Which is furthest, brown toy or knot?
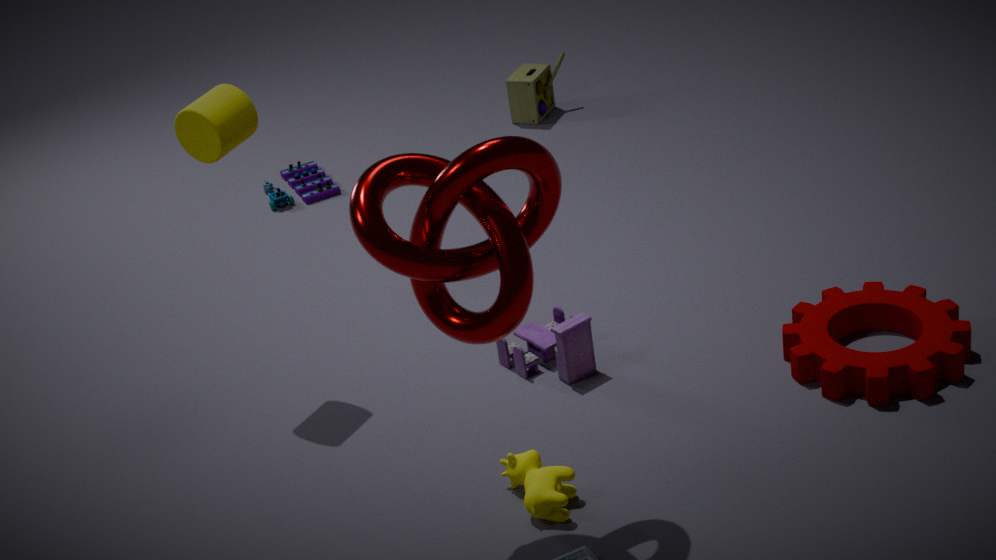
brown toy
